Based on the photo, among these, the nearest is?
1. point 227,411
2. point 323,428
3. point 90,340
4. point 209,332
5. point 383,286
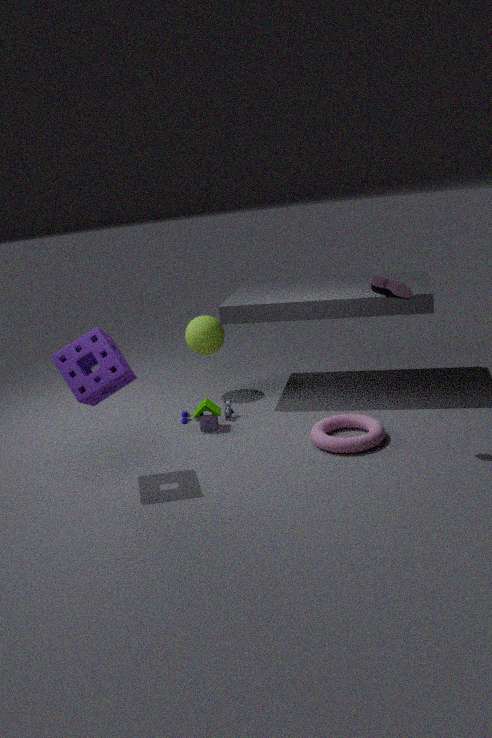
point 383,286
